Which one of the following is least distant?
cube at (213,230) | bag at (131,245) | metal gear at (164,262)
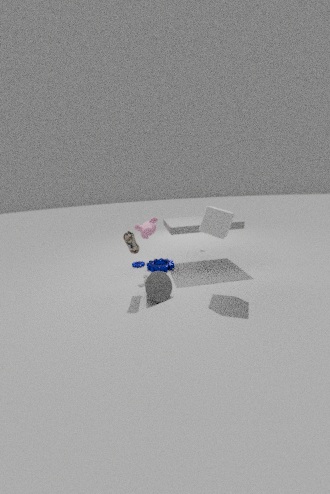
cube at (213,230)
